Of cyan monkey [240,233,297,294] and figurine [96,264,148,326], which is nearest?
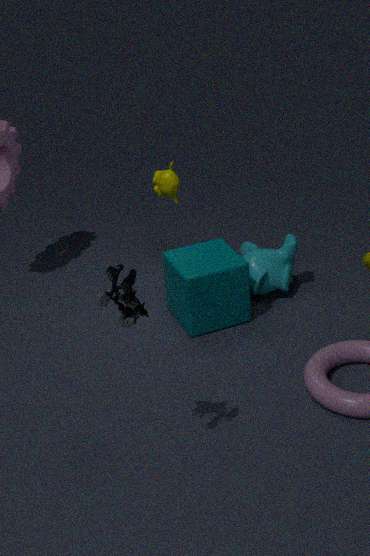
figurine [96,264,148,326]
